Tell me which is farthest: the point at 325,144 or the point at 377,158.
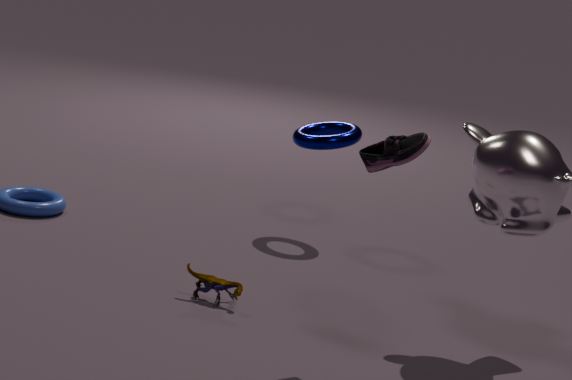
the point at 325,144
